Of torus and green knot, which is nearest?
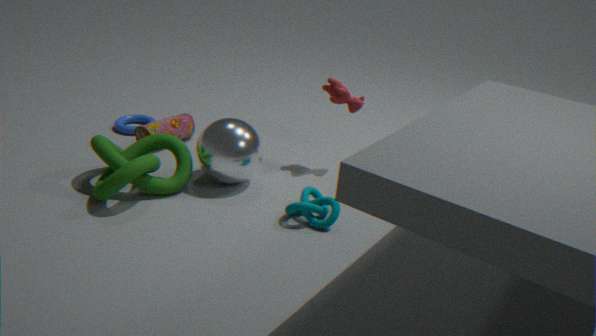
green knot
